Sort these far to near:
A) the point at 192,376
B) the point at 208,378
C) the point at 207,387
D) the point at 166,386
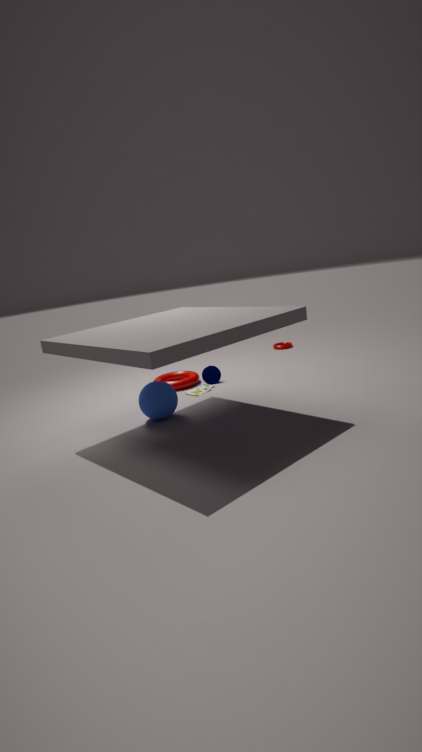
the point at 192,376, the point at 208,378, the point at 207,387, the point at 166,386
